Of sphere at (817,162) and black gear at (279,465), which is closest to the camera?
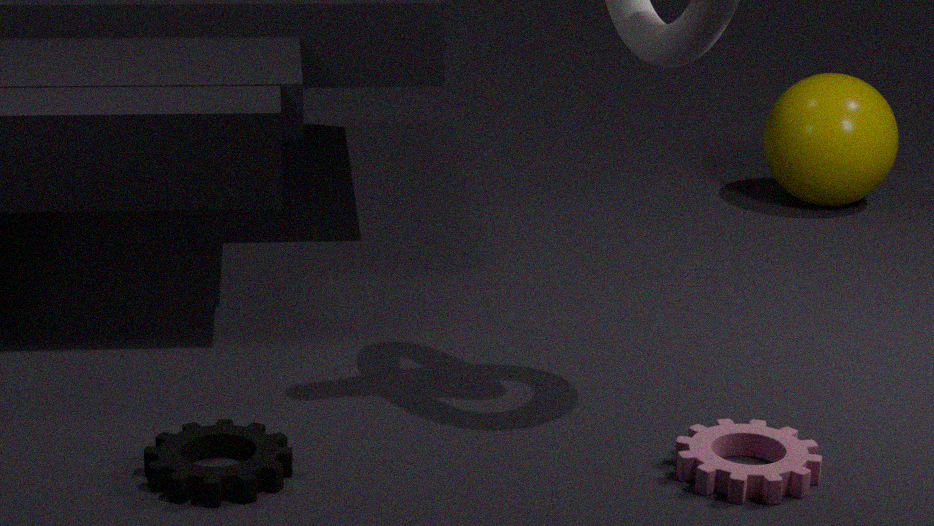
black gear at (279,465)
